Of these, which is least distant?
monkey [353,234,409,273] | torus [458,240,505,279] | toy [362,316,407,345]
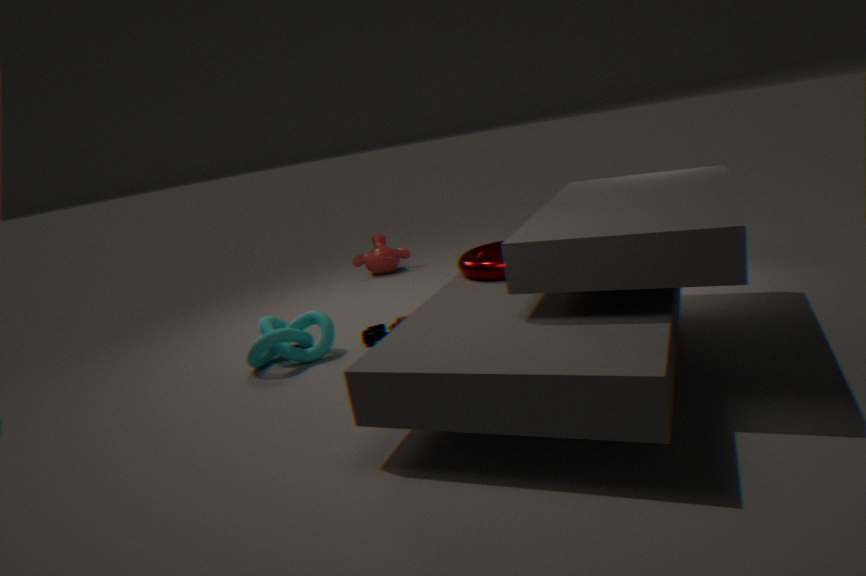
torus [458,240,505,279]
